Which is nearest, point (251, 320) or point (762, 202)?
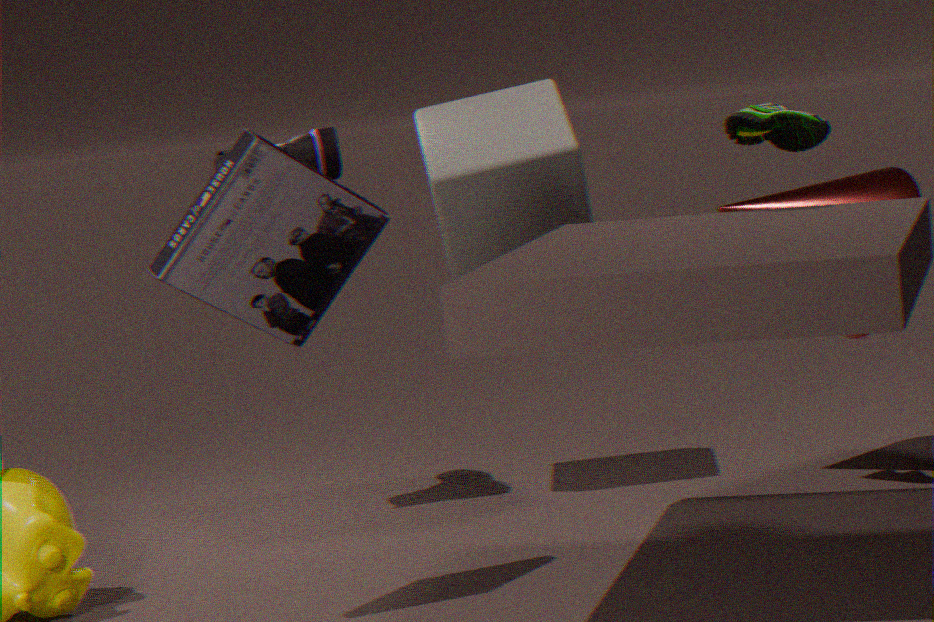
point (251, 320)
